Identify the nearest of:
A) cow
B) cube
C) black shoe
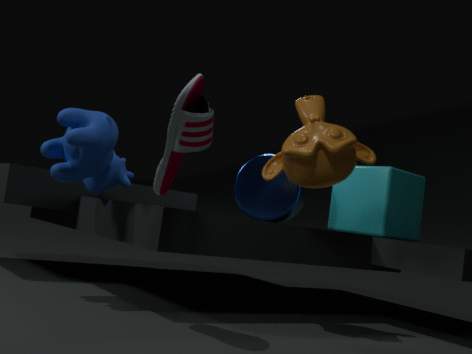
black shoe
